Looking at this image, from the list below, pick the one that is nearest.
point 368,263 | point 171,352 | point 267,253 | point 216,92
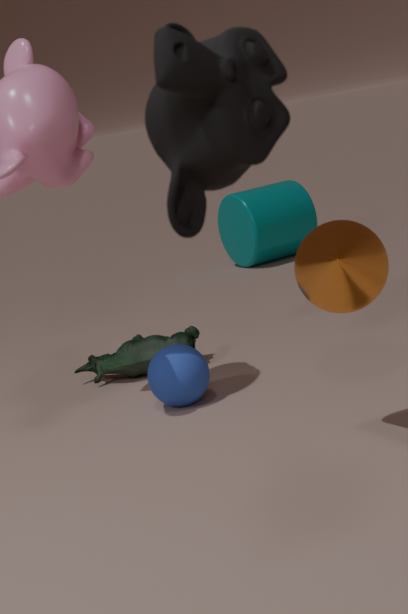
point 216,92
